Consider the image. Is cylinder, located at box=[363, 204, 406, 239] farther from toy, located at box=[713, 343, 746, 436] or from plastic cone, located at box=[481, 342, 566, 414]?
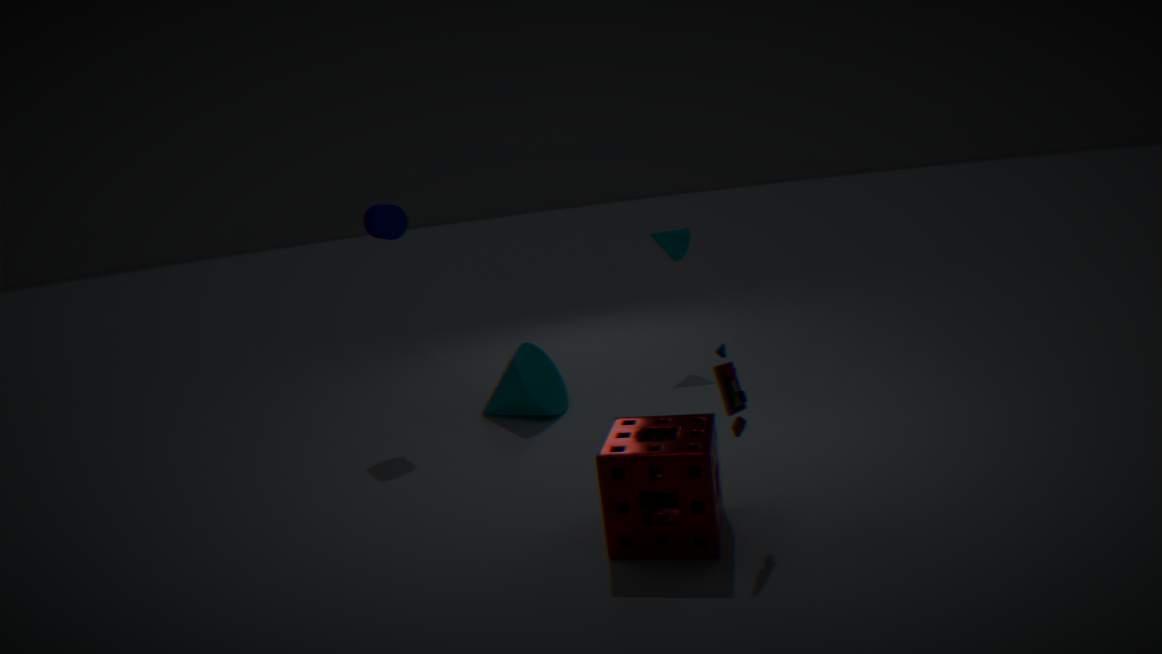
toy, located at box=[713, 343, 746, 436]
